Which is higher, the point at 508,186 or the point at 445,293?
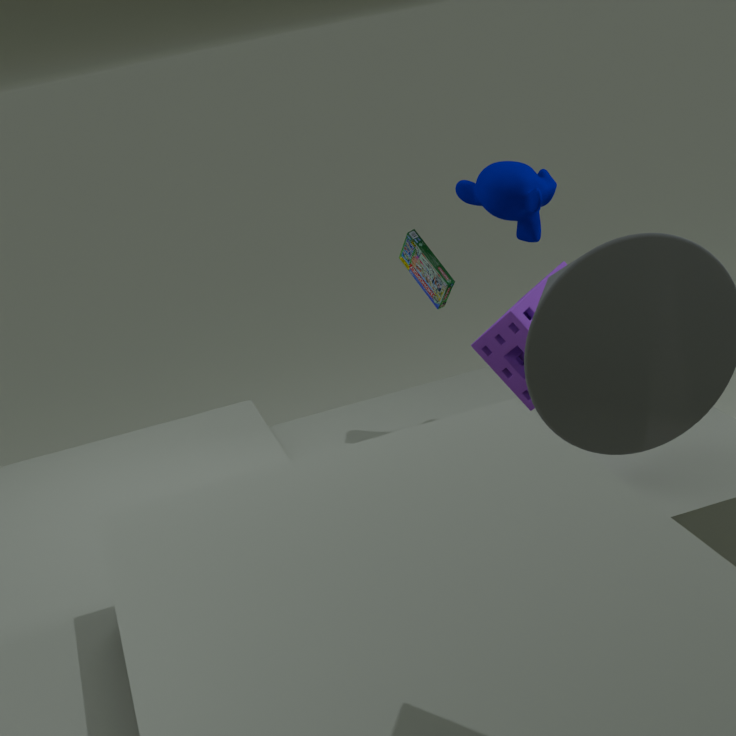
the point at 508,186
